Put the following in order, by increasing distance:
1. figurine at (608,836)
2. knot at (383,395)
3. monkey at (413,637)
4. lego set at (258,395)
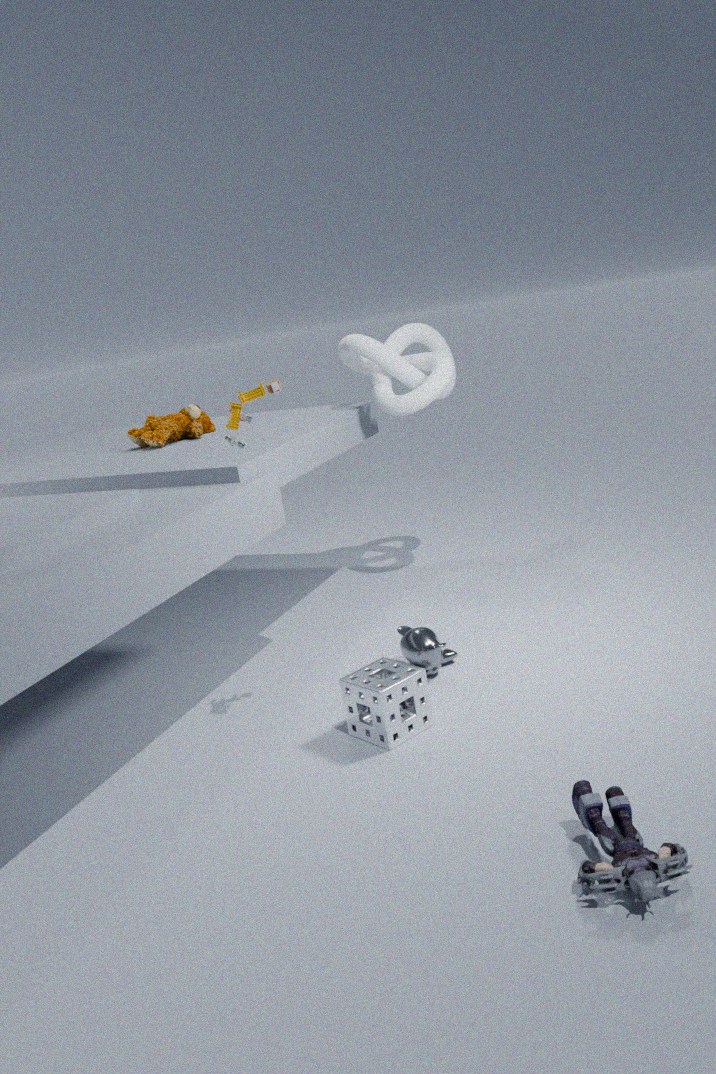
figurine at (608,836) → lego set at (258,395) → monkey at (413,637) → knot at (383,395)
